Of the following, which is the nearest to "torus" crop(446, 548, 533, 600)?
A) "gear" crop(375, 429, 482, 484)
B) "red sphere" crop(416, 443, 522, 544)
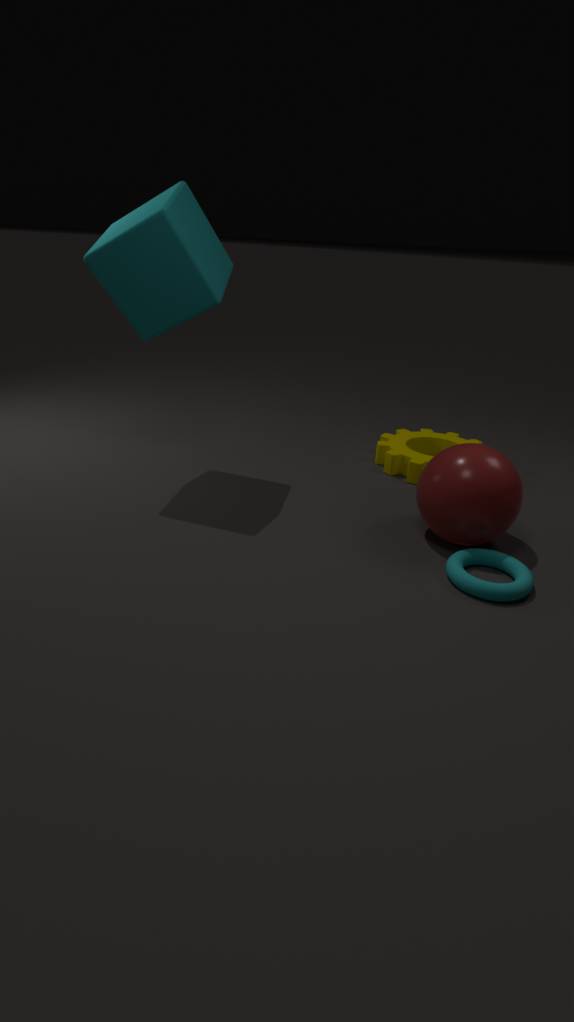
"red sphere" crop(416, 443, 522, 544)
